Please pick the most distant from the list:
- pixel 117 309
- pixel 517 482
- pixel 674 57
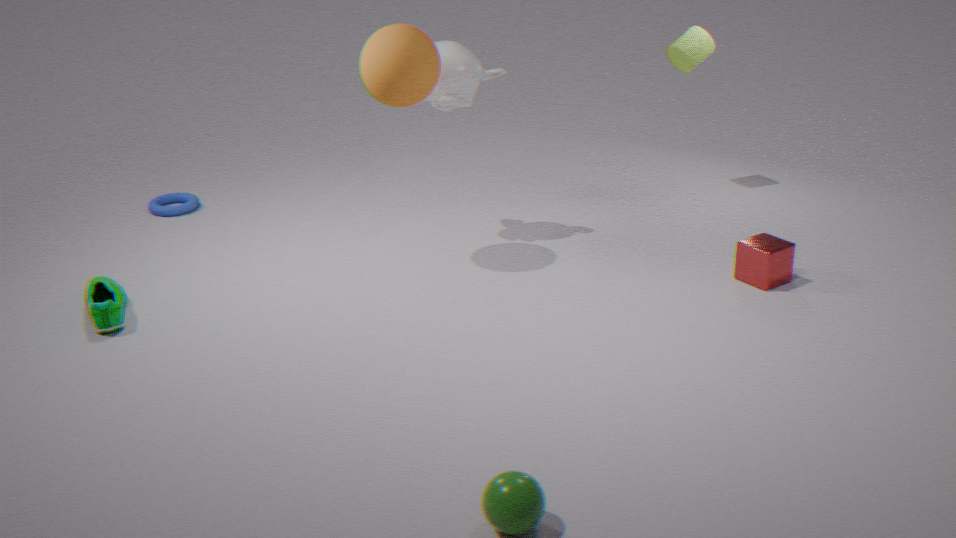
pixel 674 57
